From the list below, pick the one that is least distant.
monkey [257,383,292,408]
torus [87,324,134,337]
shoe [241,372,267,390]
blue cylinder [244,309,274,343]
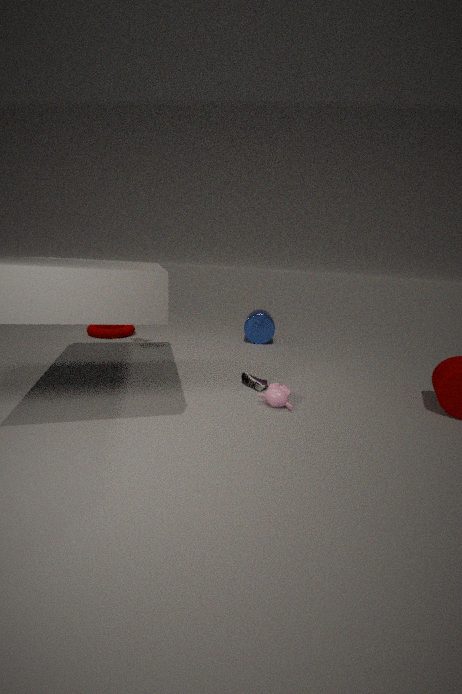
monkey [257,383,292,408]
